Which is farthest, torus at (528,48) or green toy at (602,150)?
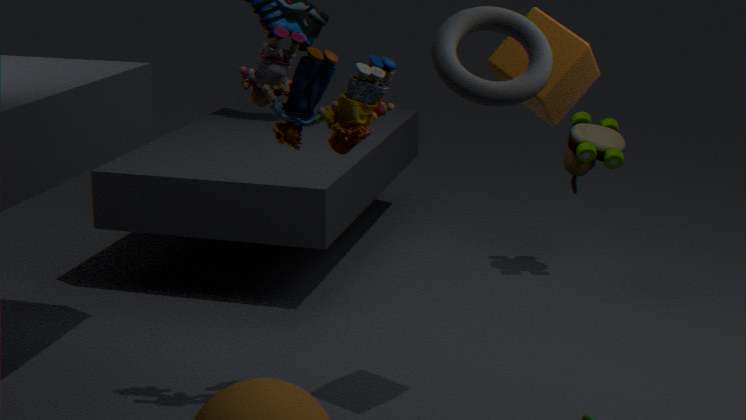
green toy at (602,150)
